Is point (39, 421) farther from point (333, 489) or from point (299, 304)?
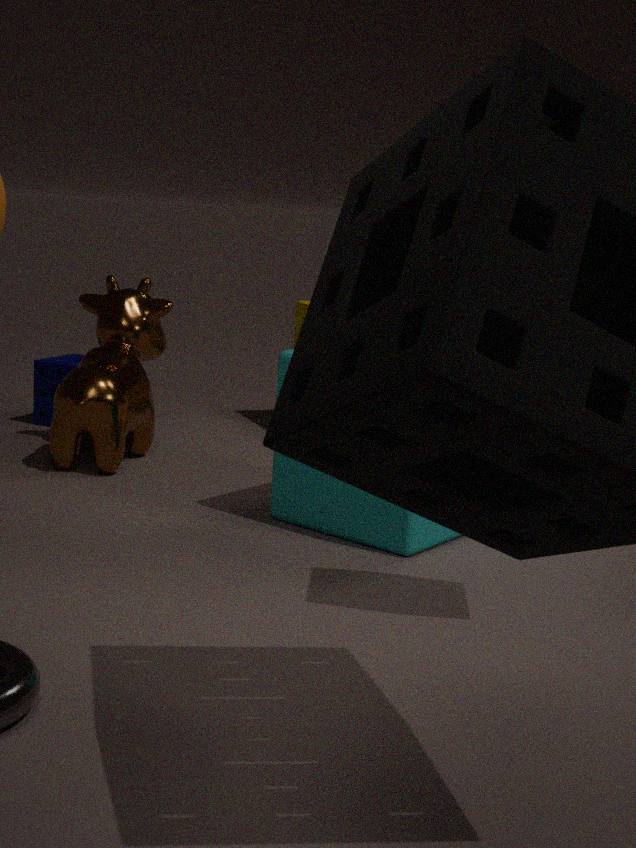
point (333, 489)
